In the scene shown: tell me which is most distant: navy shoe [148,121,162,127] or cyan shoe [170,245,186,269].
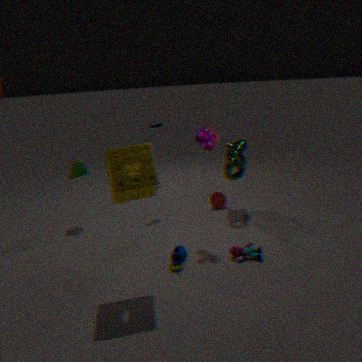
navy shoe [148,121,162,127]
